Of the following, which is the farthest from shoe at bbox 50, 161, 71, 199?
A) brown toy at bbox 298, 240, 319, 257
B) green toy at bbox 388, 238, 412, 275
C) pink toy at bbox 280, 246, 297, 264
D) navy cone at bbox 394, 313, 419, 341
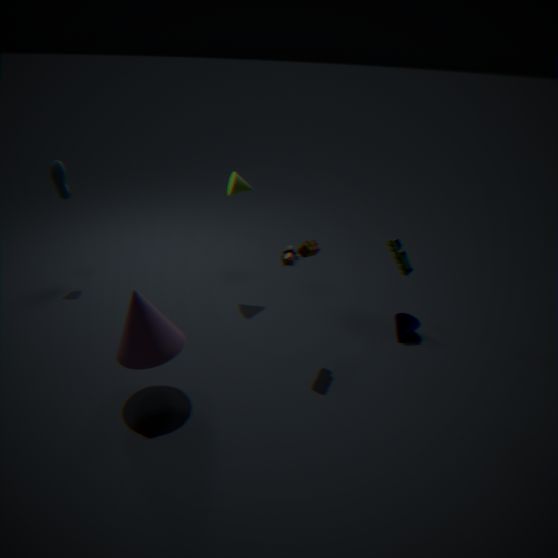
navy cone at bbox 394, 313, 419, 341
